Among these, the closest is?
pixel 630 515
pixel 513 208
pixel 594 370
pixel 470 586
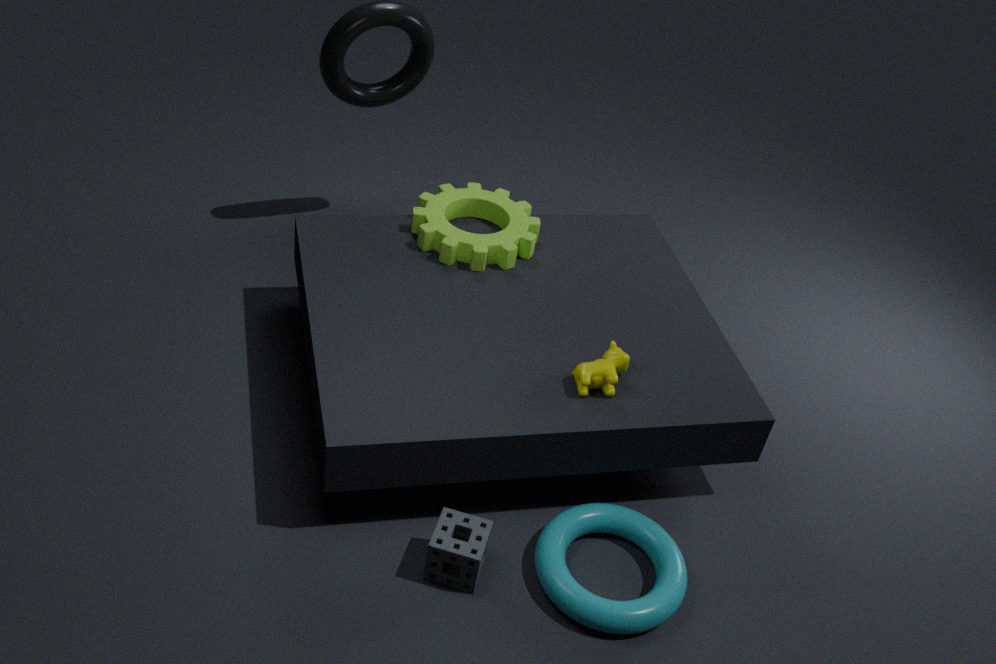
pixel 470 586
